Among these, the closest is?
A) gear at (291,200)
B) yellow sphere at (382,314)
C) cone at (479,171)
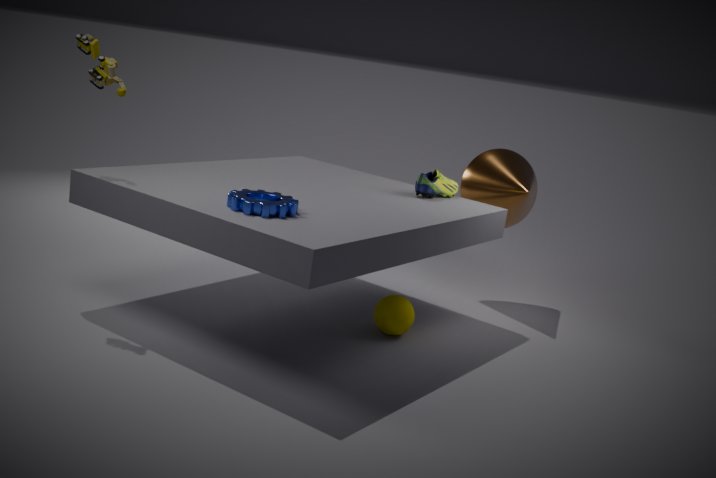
gear at (291,200)
